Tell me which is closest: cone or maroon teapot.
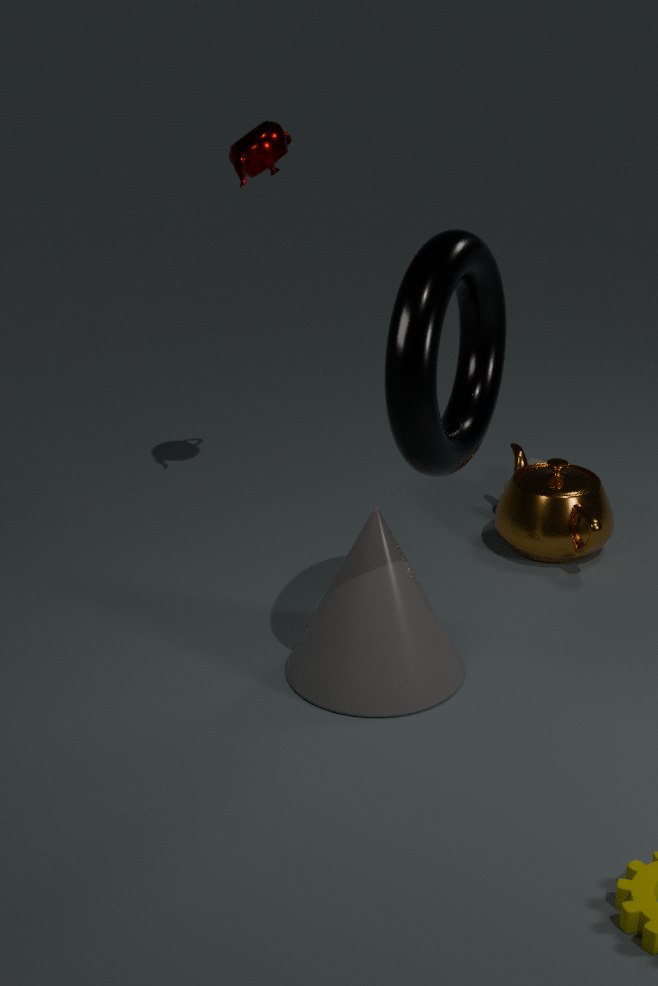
cone
